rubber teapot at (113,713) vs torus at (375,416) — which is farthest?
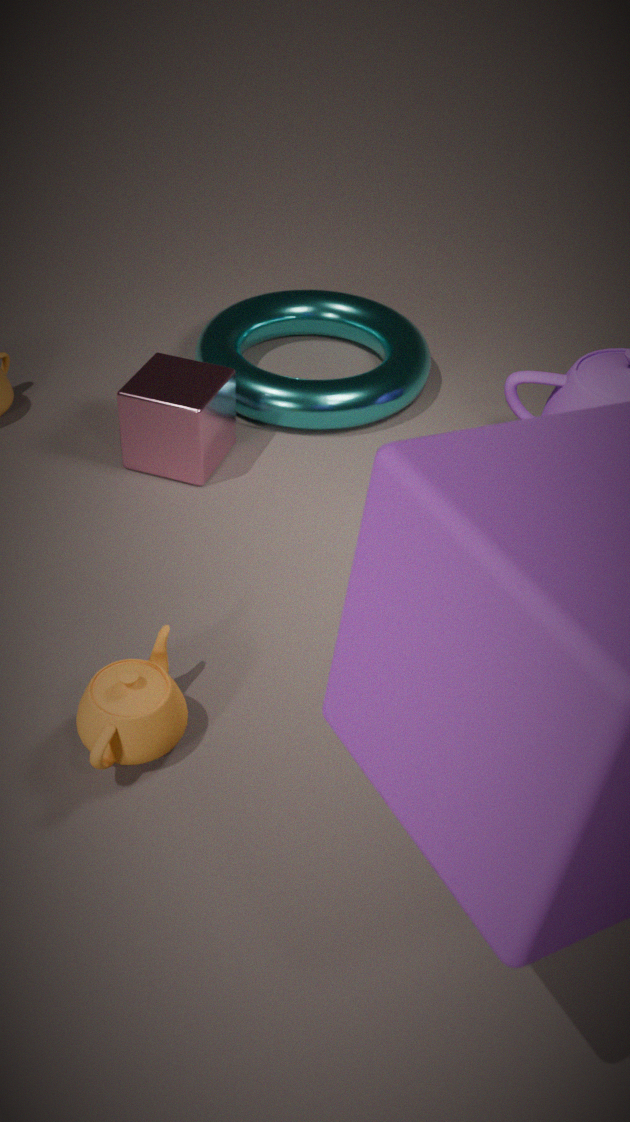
torus at (375,416)
